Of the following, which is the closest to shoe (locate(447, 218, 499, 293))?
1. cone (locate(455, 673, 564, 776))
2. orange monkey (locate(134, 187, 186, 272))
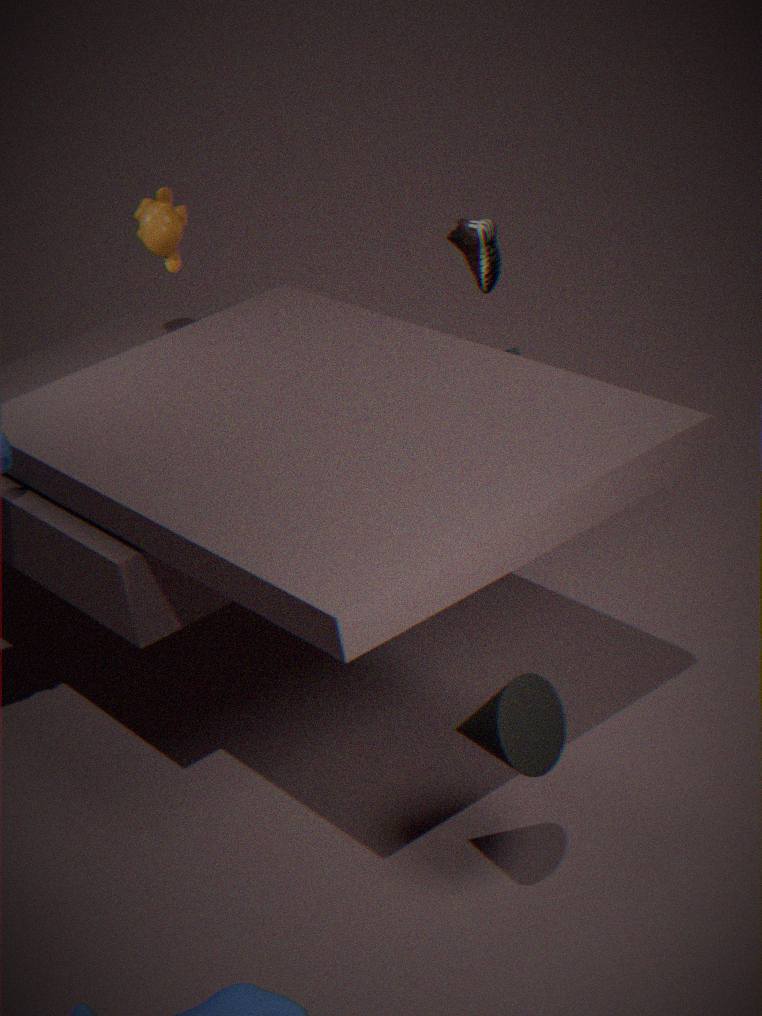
orange monkey (locate(134, 187, 186, 272))
